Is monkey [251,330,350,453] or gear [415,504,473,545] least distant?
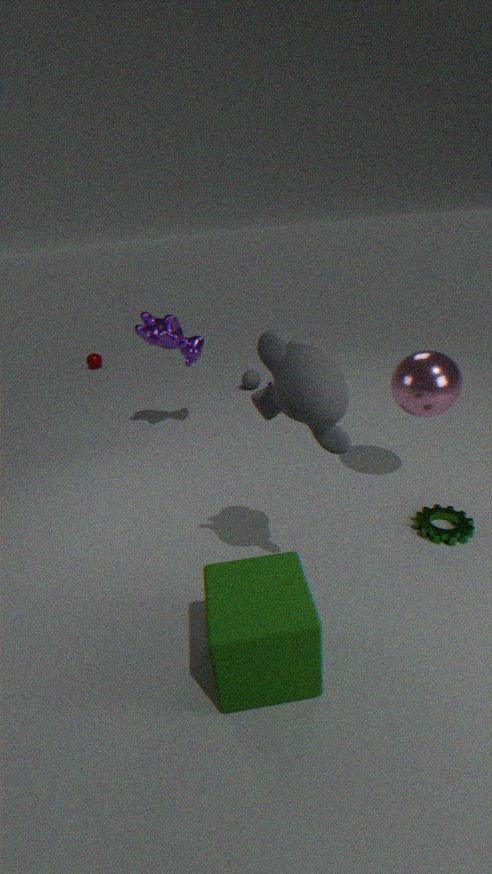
monkey [251,330,350,453]
